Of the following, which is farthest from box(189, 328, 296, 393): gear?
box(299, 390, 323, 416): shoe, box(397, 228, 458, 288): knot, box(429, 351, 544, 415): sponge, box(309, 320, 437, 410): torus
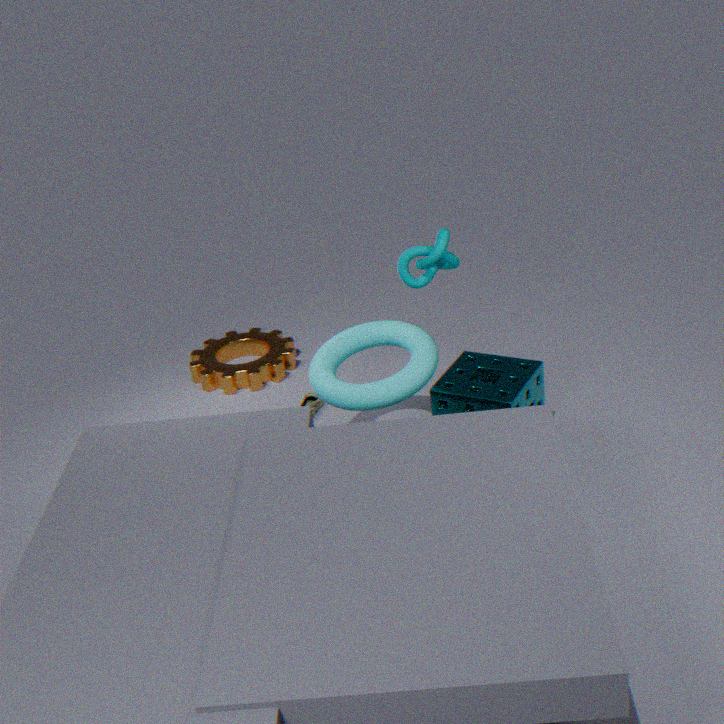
box(397, 228, 458, 288): knot
